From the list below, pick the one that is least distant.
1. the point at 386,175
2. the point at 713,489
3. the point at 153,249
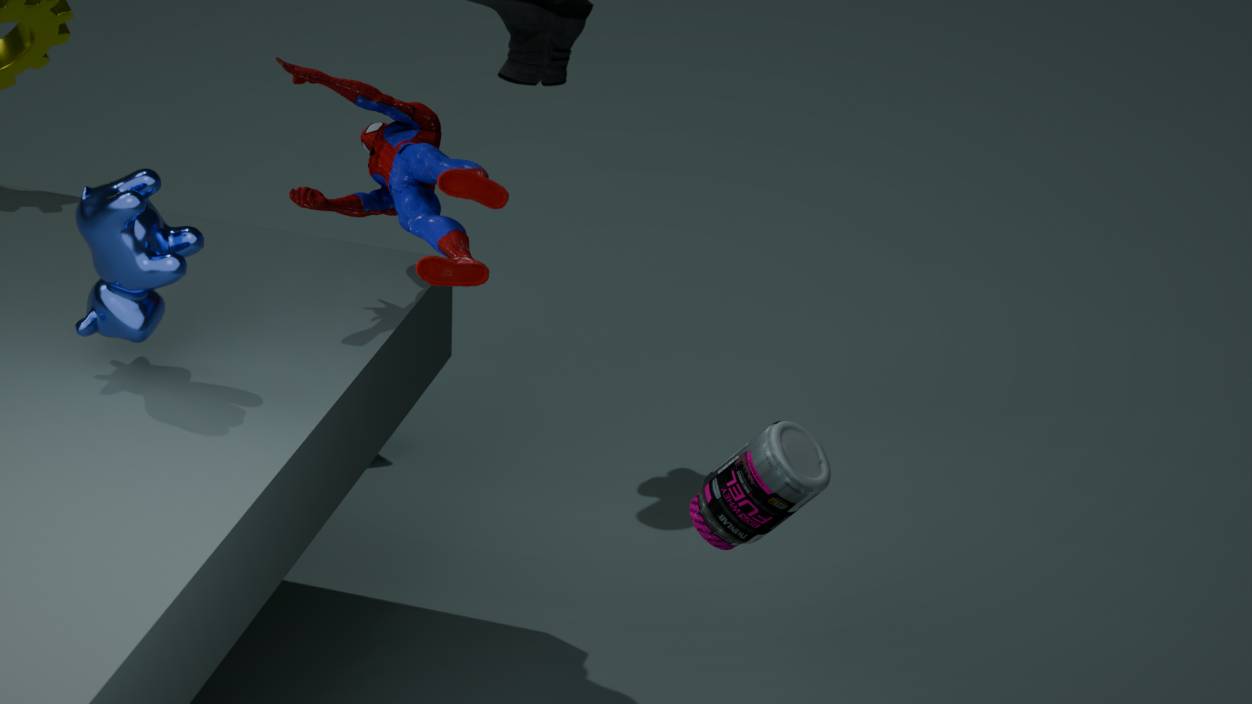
the point at 153,249
